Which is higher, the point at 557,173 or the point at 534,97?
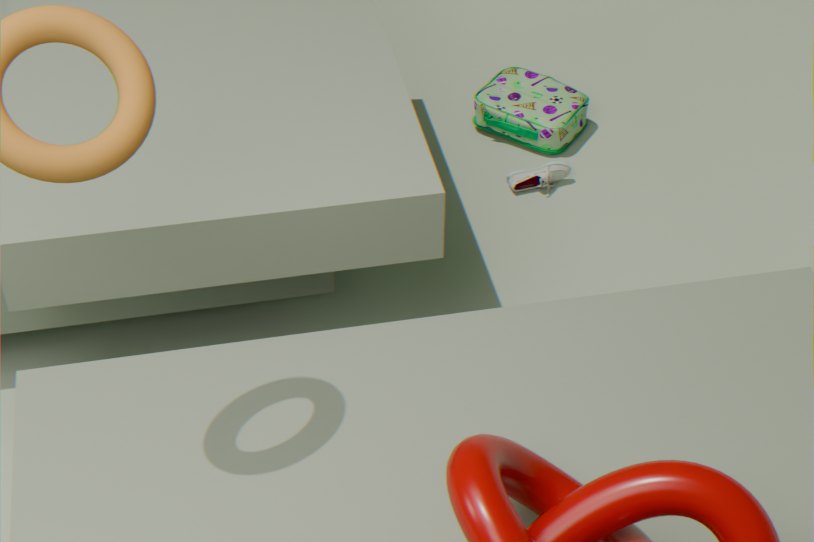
the point at 534,97
